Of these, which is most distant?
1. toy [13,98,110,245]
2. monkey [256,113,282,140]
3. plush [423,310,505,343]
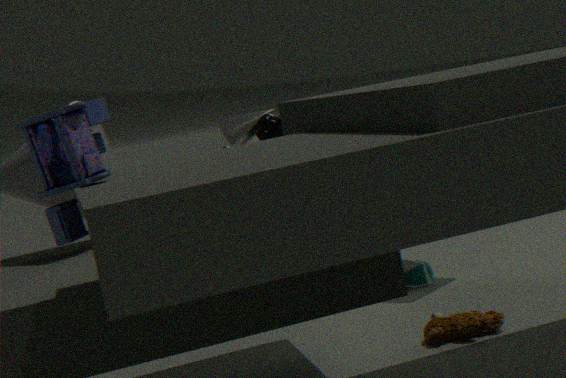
monkey [256,113,282,140]
